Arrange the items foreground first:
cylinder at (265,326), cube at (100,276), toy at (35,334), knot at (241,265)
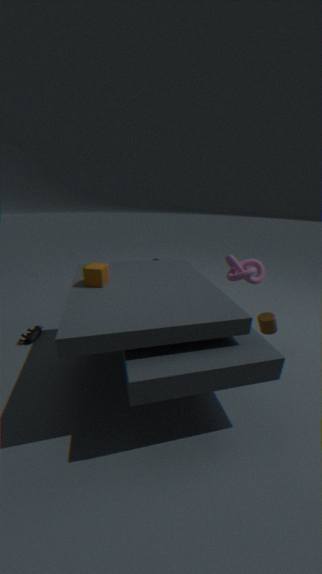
cube at (100,276) → cylinder at (265,326) → toy at (35,334) → knot at (241,265)
